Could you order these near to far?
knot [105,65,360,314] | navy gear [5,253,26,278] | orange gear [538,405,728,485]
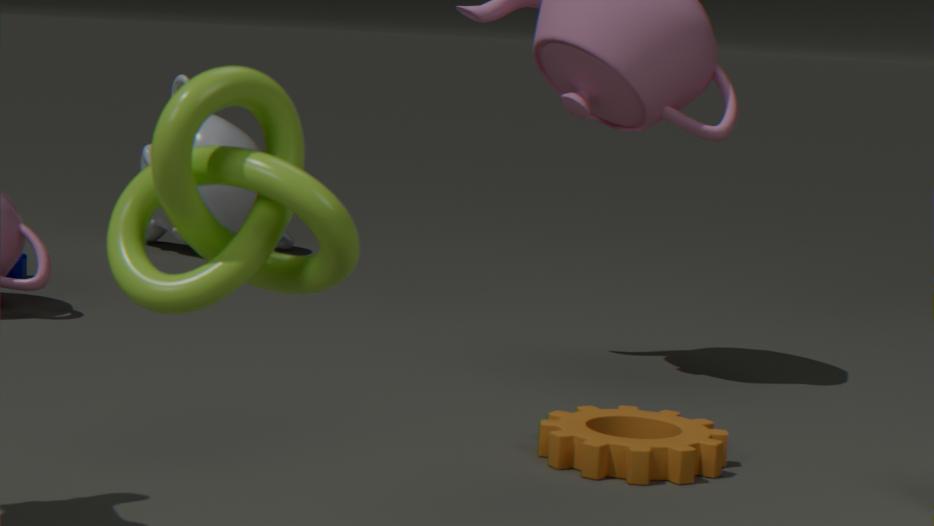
knot [105,65,360,314] → orange gear [538,405,728,485] → navy gear [5,253,26,278]
